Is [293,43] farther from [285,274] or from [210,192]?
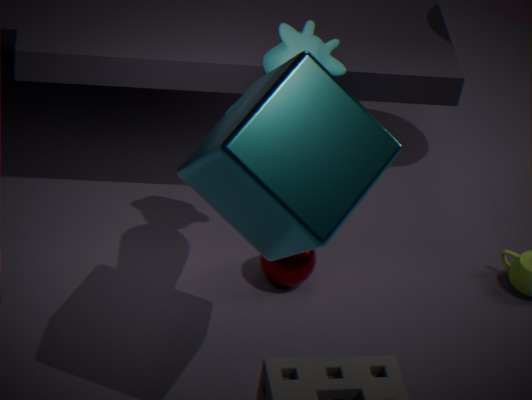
[285,274]
